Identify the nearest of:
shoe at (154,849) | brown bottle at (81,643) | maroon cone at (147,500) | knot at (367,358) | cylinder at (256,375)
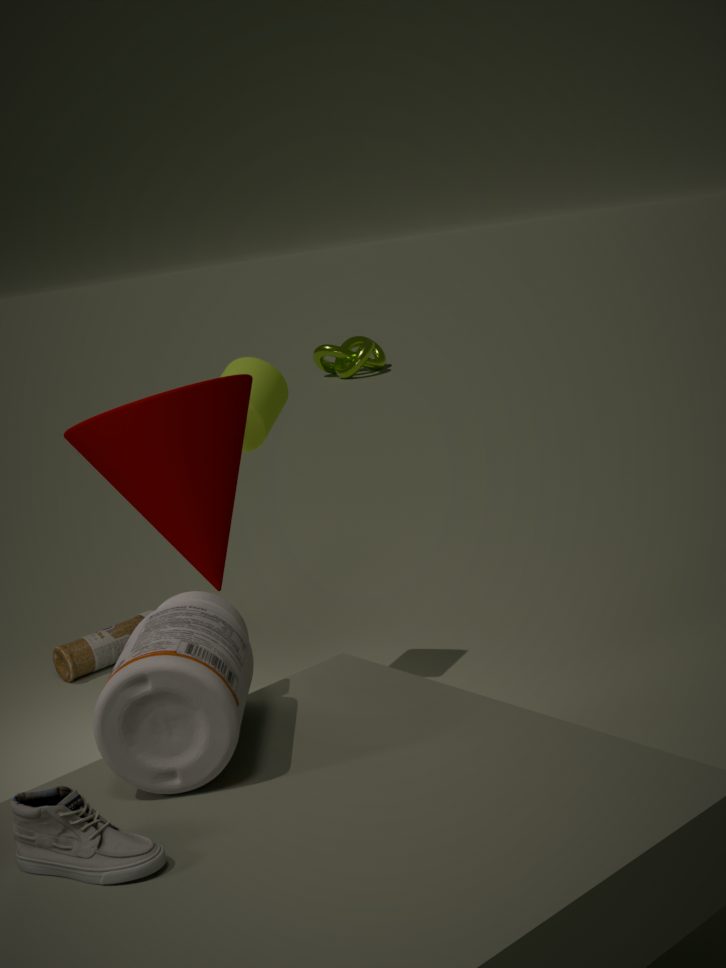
shoe at (154,849)
